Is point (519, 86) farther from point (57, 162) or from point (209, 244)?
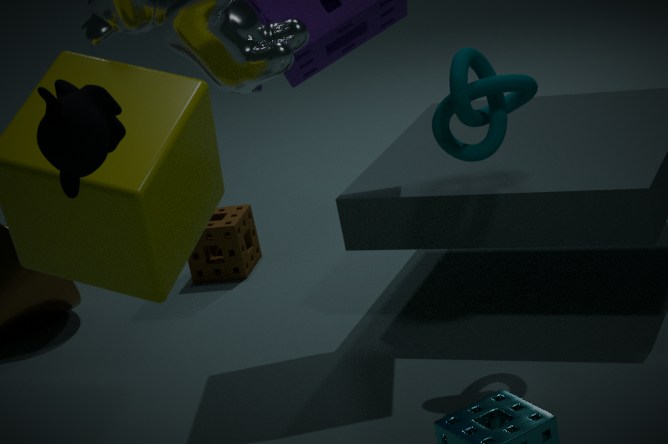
point (209, 244)
